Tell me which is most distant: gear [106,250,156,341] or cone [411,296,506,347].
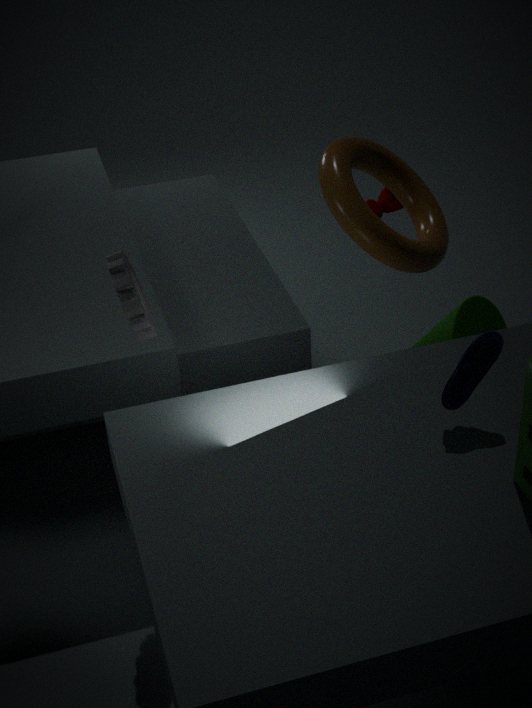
cone [411,296,506,347]
